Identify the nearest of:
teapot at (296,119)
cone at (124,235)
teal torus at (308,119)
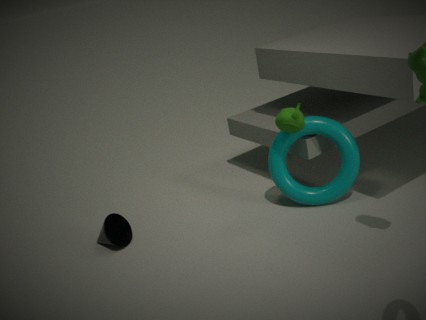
teapot at (296,119)
